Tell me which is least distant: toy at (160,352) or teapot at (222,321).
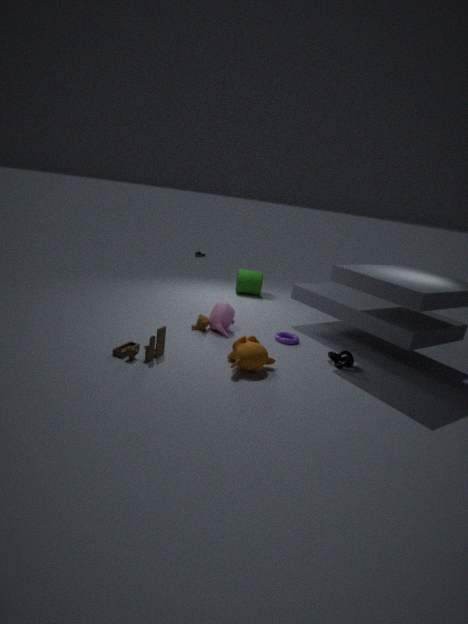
toy at (160,352)
